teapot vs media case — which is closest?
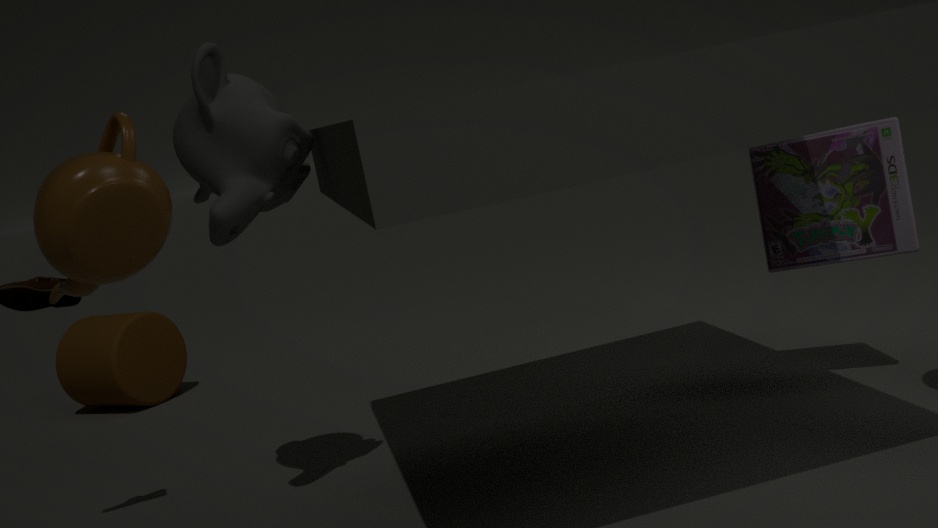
teapot
